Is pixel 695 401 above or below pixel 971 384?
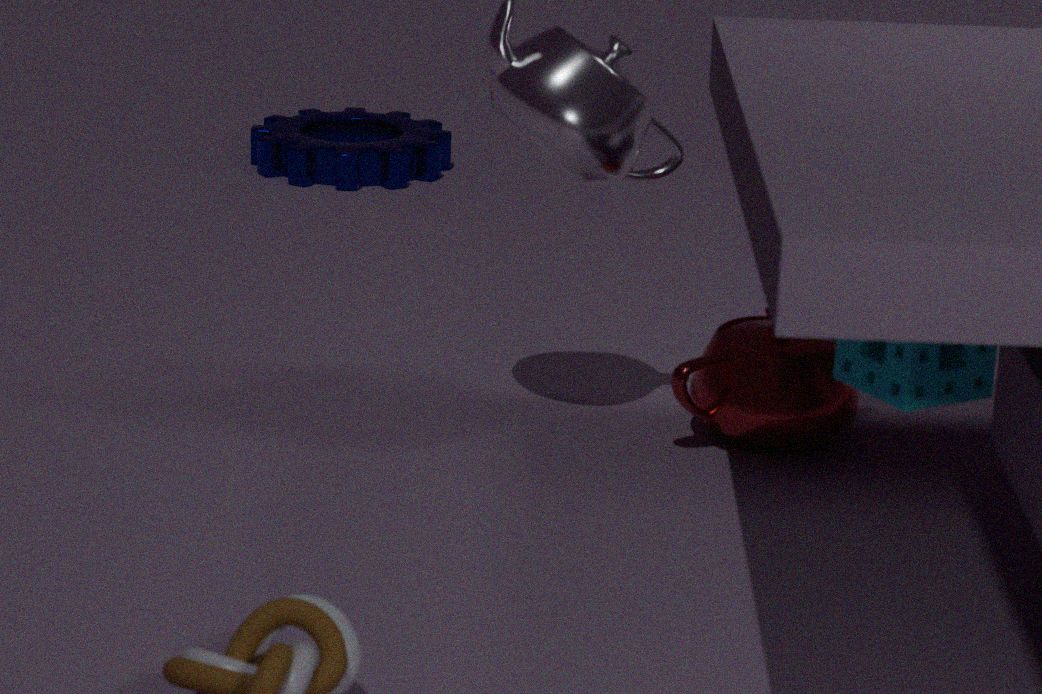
below
